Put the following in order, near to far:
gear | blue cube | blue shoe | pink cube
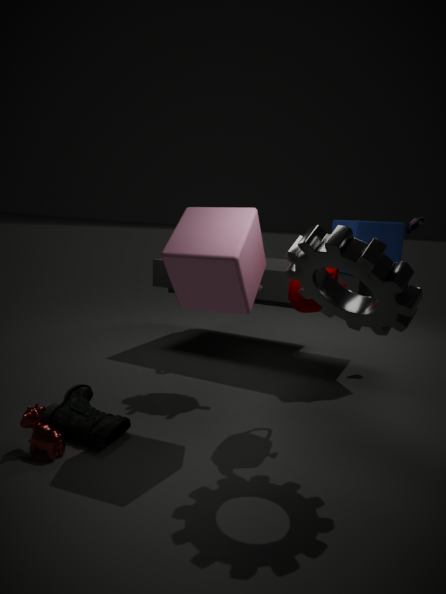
gear, pink cube, blue cube, blue shoe
